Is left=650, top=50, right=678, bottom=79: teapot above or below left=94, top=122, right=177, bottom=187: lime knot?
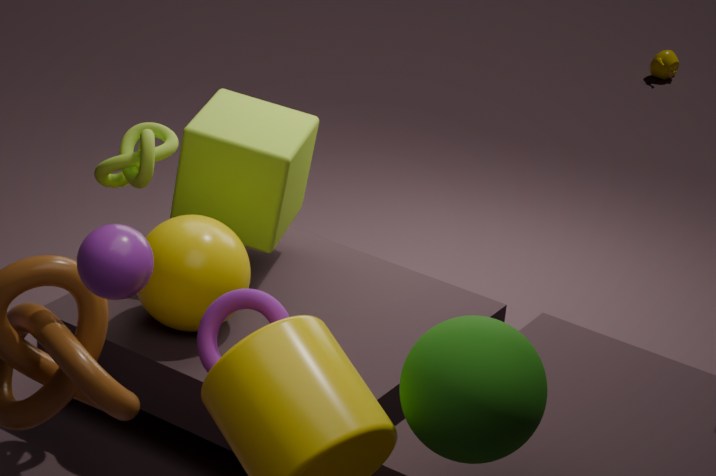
below
